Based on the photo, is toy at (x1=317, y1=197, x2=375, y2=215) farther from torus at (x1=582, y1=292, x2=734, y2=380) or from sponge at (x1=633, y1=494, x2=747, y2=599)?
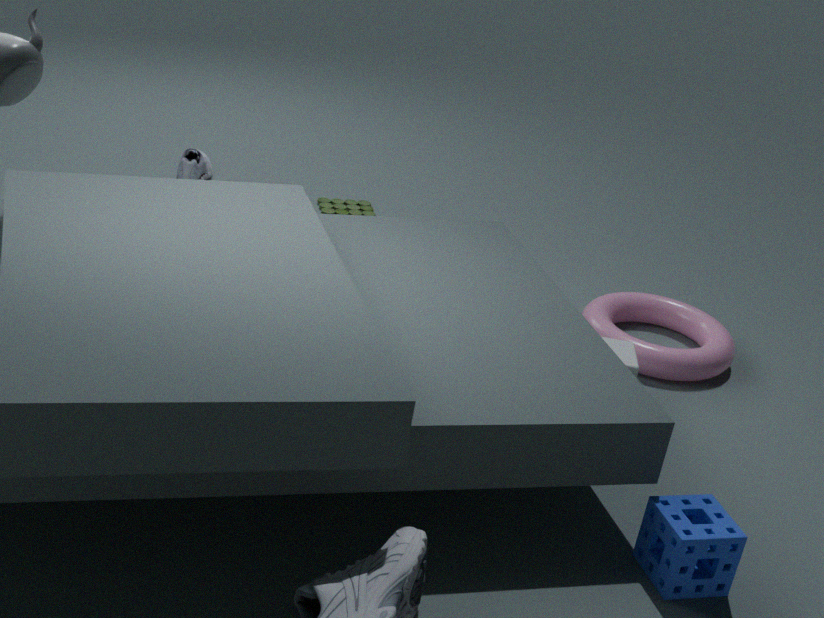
sponge at (x1=633, y1=494, x2=747, y2=599)
